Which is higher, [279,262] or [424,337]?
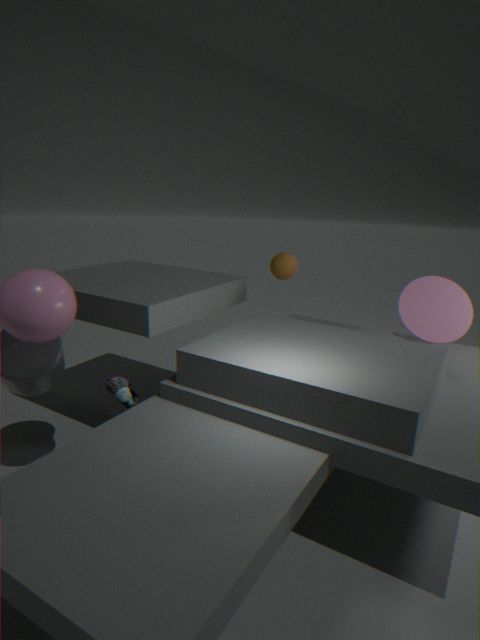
[279,262]
